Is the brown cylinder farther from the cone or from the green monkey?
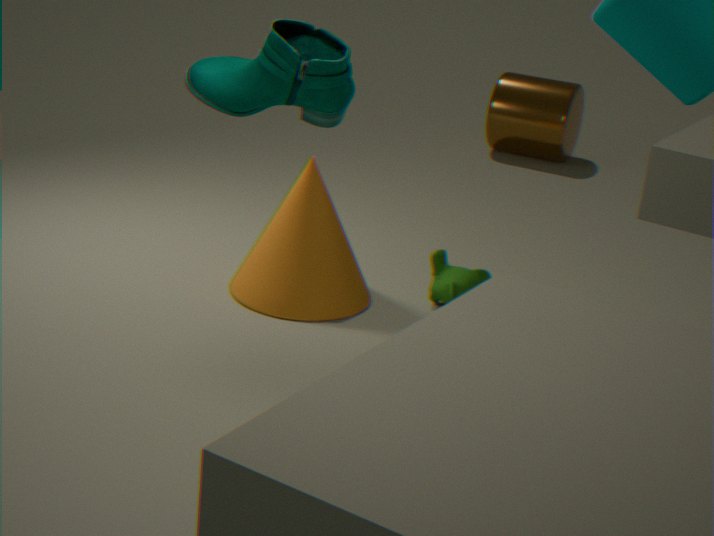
the cone
